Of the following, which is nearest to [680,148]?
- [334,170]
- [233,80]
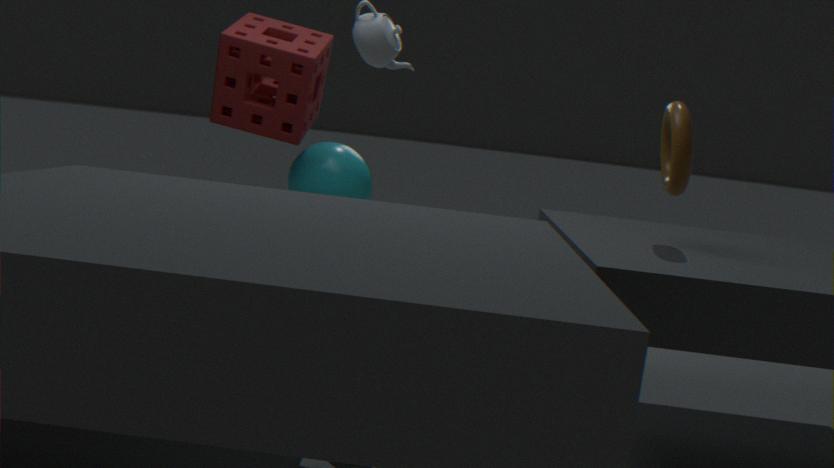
[334,170]
